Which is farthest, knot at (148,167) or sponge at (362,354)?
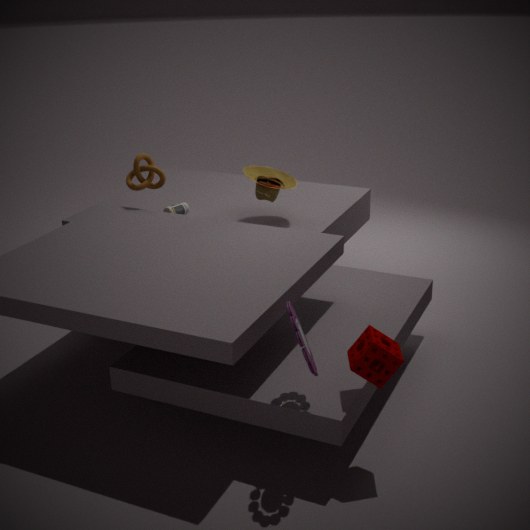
knot at (148,167)
